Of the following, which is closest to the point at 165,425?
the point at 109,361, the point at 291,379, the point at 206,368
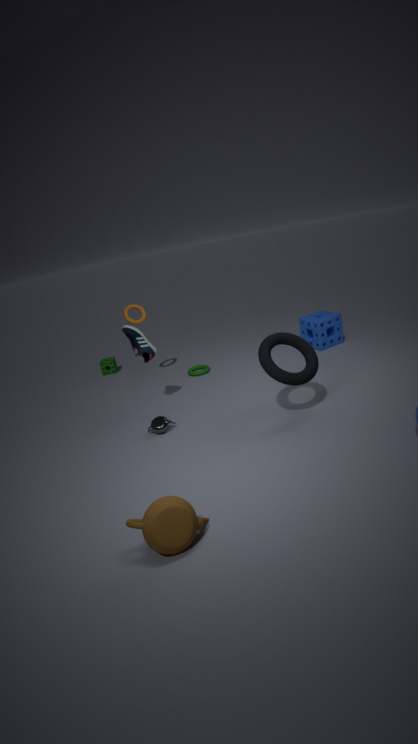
the point at 291,379
